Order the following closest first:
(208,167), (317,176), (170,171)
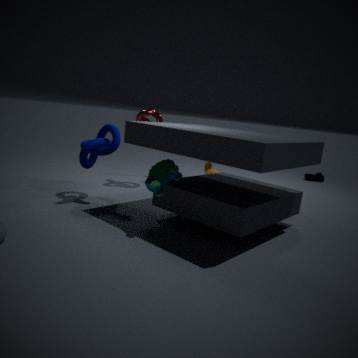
(170,171), (208,167), (317,176)
